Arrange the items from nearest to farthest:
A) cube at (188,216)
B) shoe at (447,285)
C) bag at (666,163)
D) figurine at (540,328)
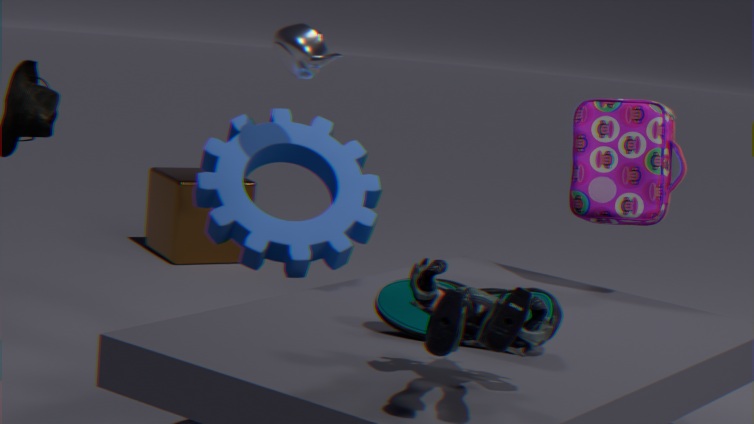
figurine at (540,328) < shoe at (447,285) < bag at (666,163) < cube at (188,216)
